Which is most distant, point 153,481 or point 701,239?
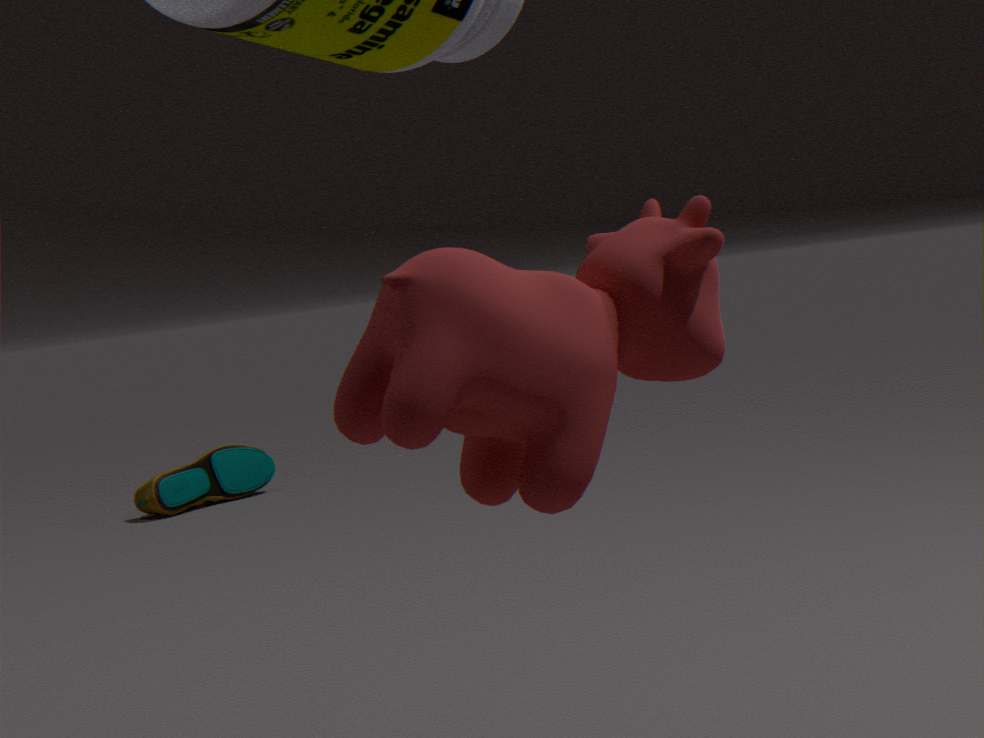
point 153,481
